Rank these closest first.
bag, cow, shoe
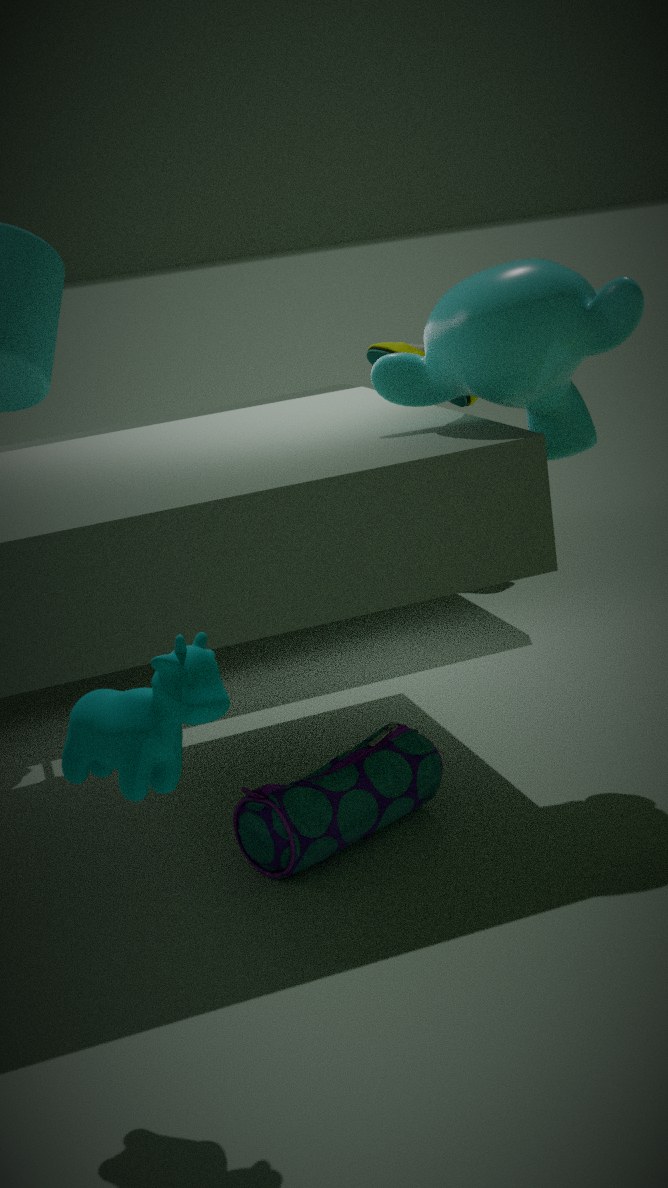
1. cow
2. bag
3. shoe
